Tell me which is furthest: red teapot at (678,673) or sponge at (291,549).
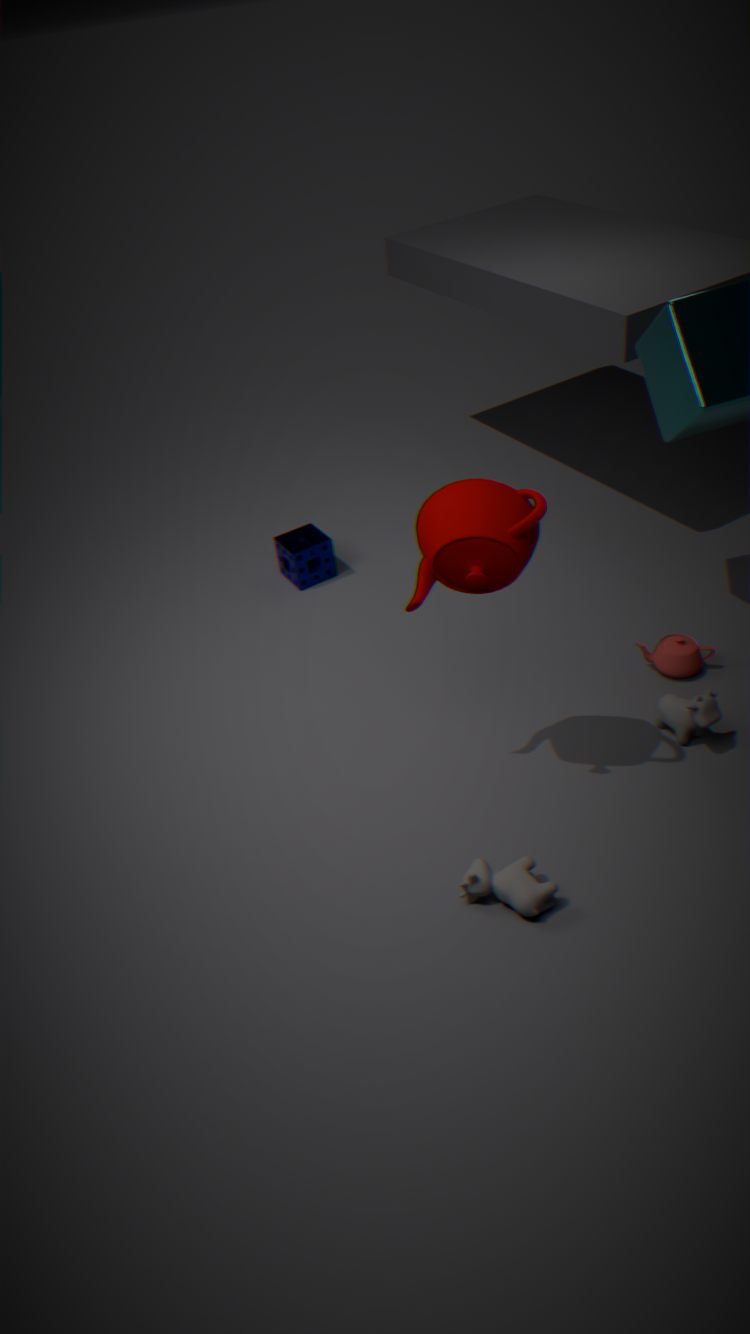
sponge at (291,549)
